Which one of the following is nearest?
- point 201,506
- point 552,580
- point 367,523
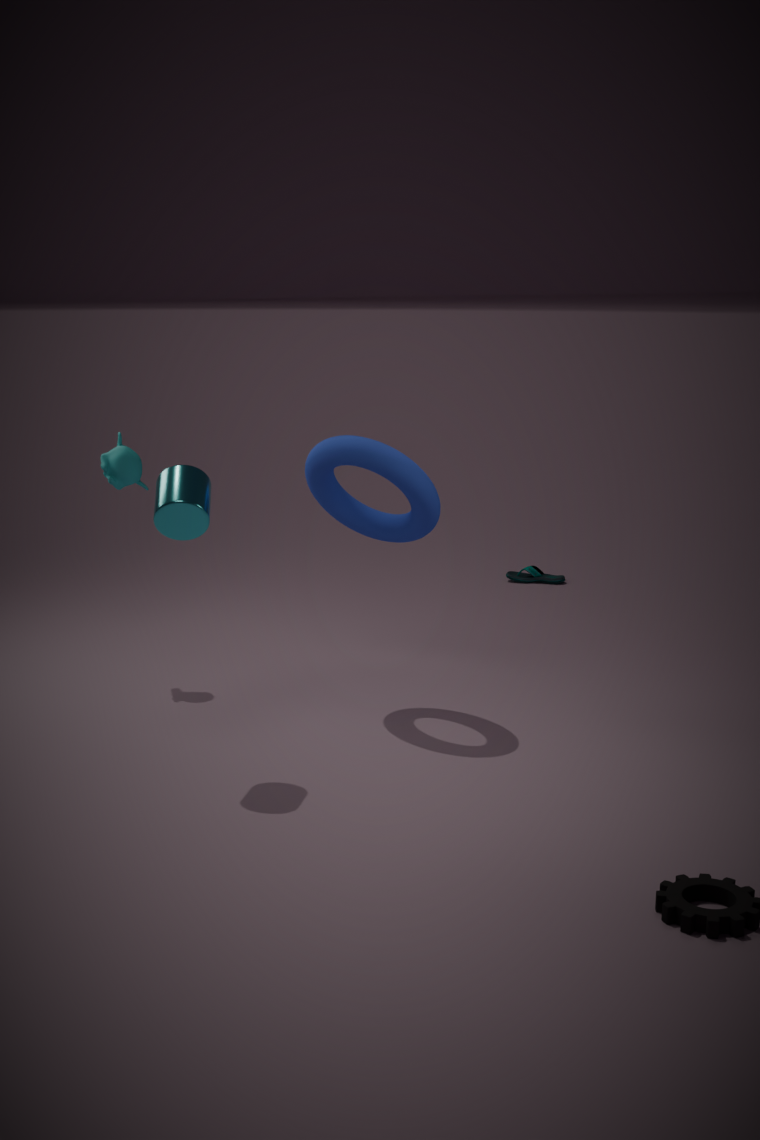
point 201,506
